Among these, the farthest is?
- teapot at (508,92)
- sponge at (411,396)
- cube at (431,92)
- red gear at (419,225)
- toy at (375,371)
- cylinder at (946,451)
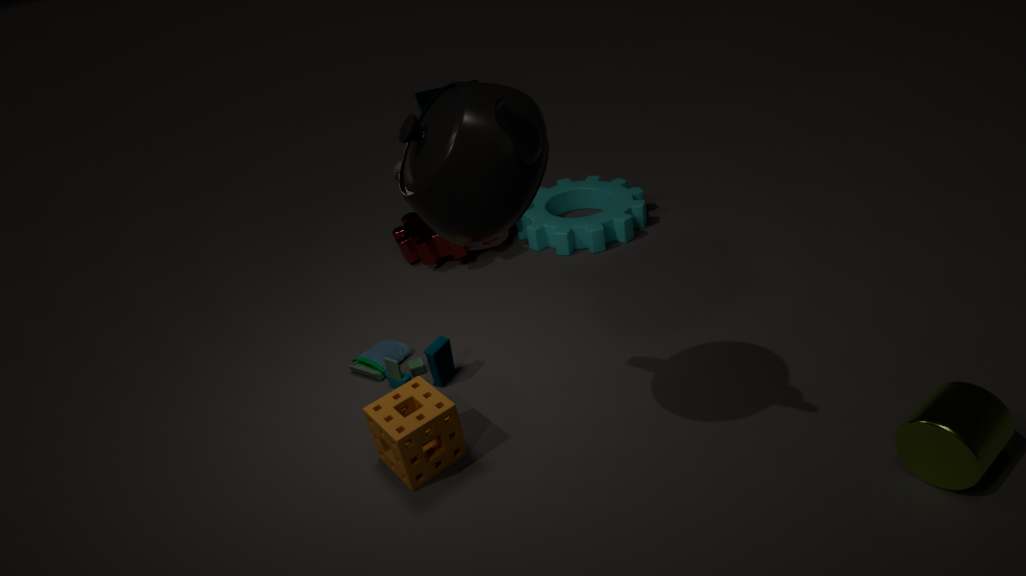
cube at (431,92)
